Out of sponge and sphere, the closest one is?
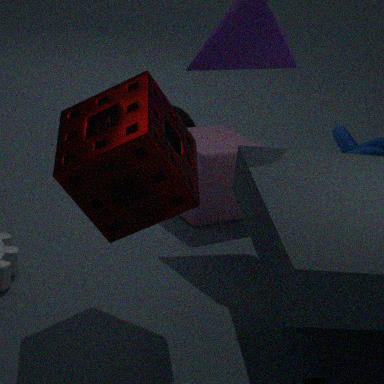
sponge
